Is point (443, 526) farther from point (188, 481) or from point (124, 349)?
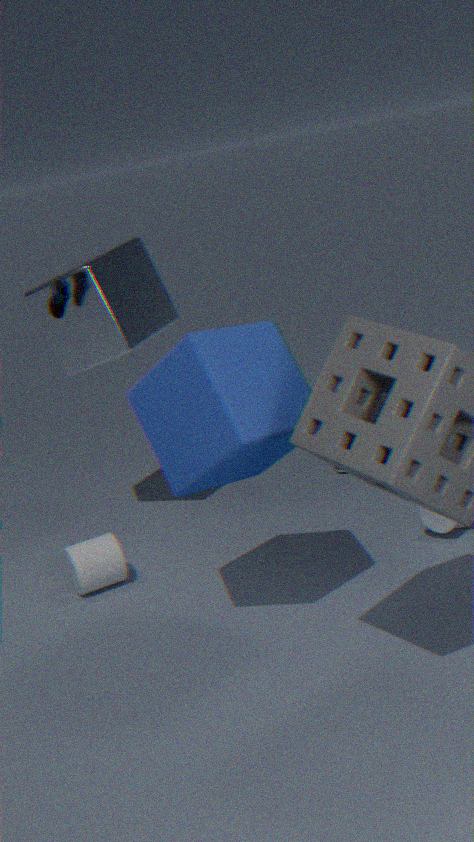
point (124, 349)
